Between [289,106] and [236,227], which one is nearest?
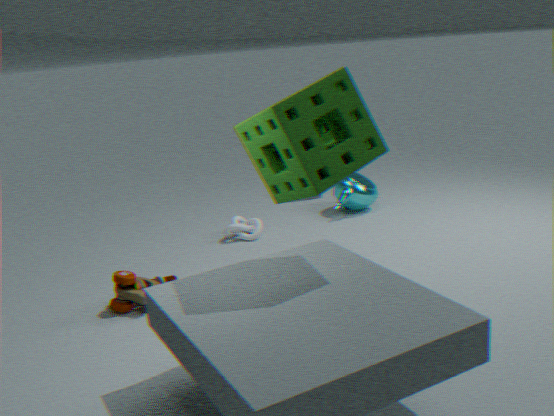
[289,106]
